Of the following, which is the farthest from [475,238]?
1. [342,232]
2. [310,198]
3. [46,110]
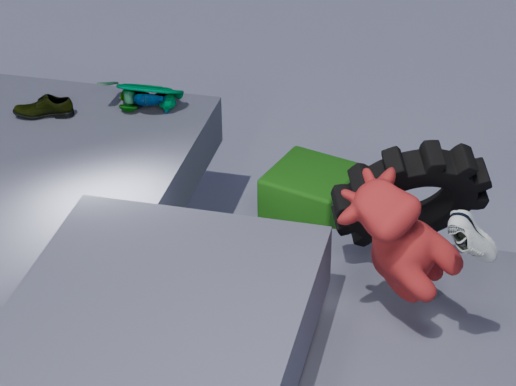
[46,110]
